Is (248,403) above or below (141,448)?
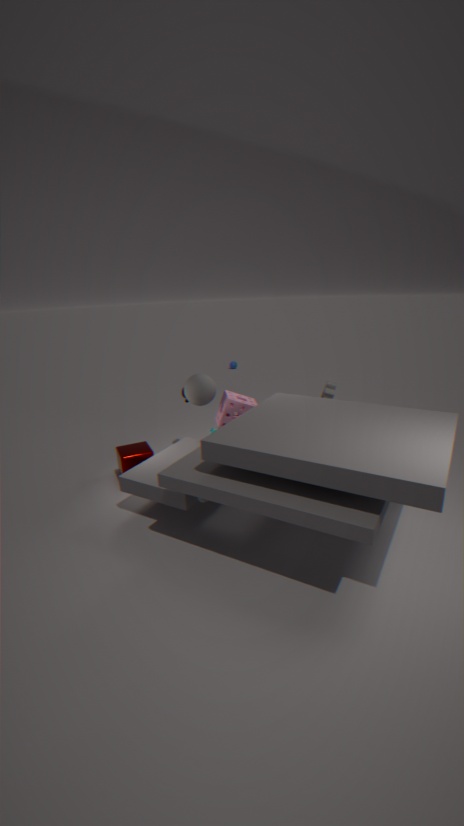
above
